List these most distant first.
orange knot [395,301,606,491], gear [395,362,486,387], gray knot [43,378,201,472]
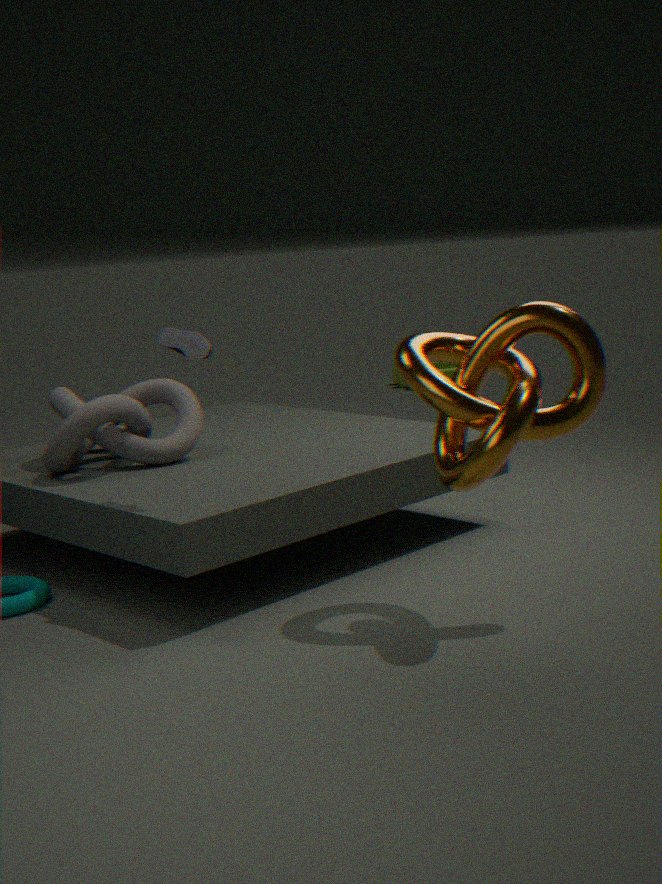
gear [395,362,486,387], gray knot [43,378,201,472], orange knot [395,301,606,491]
